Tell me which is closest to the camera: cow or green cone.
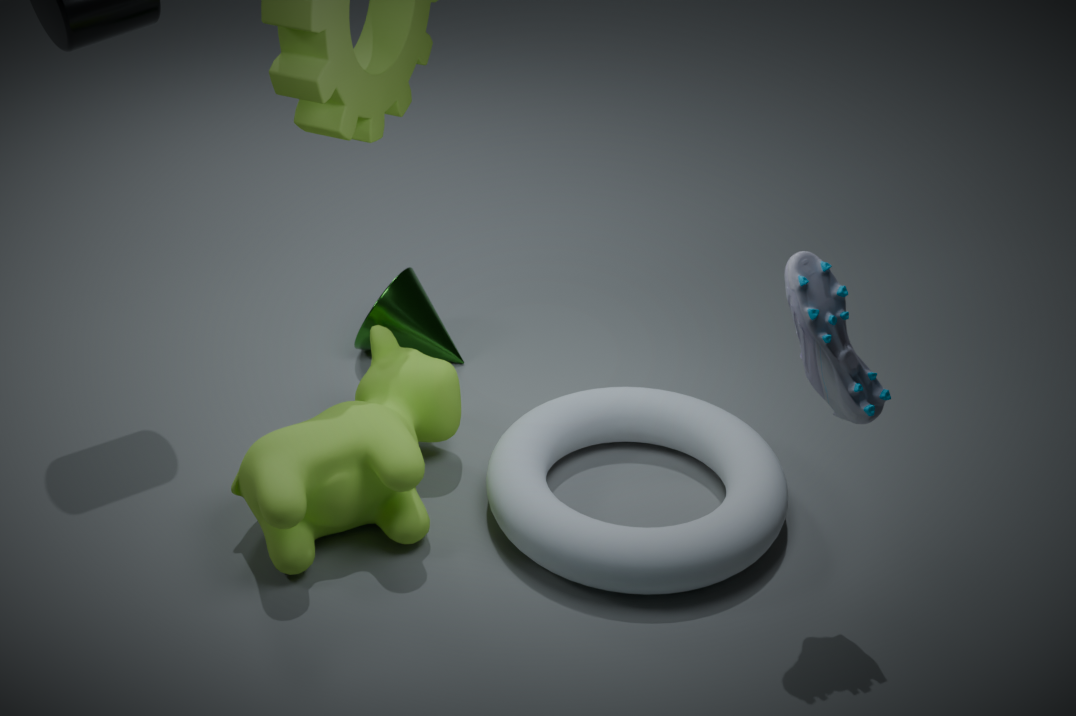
cow
